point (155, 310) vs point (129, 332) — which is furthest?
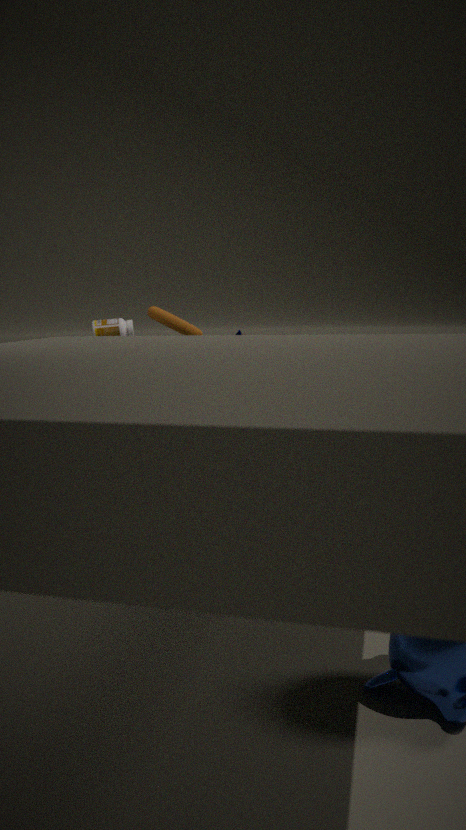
point (129, 332)
